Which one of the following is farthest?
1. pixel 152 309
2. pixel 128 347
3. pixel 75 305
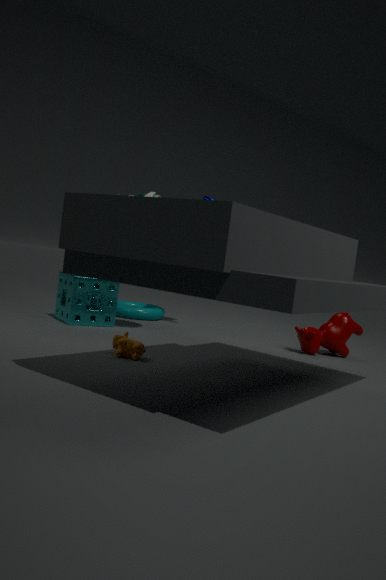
pixel 152 309
